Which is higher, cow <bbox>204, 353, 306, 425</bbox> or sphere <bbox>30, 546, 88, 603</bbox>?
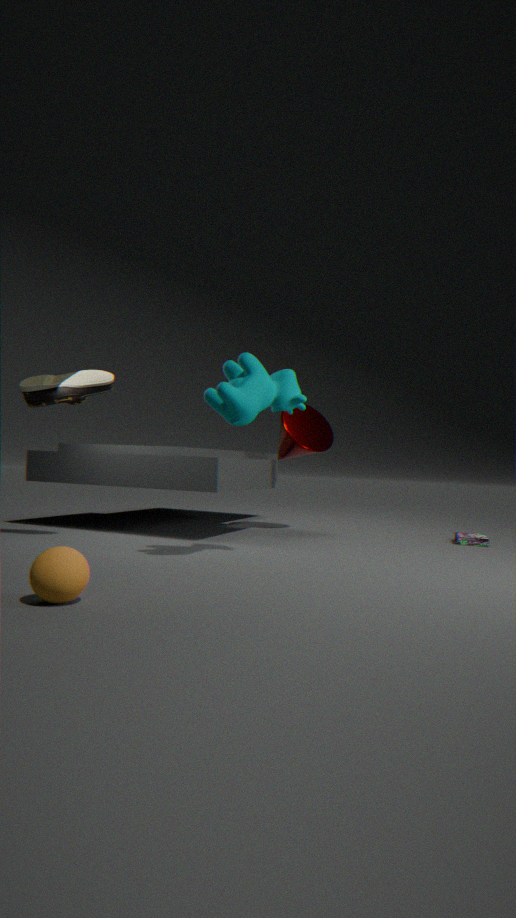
cow <bbox>204, 353, 306, 425</bbox>
